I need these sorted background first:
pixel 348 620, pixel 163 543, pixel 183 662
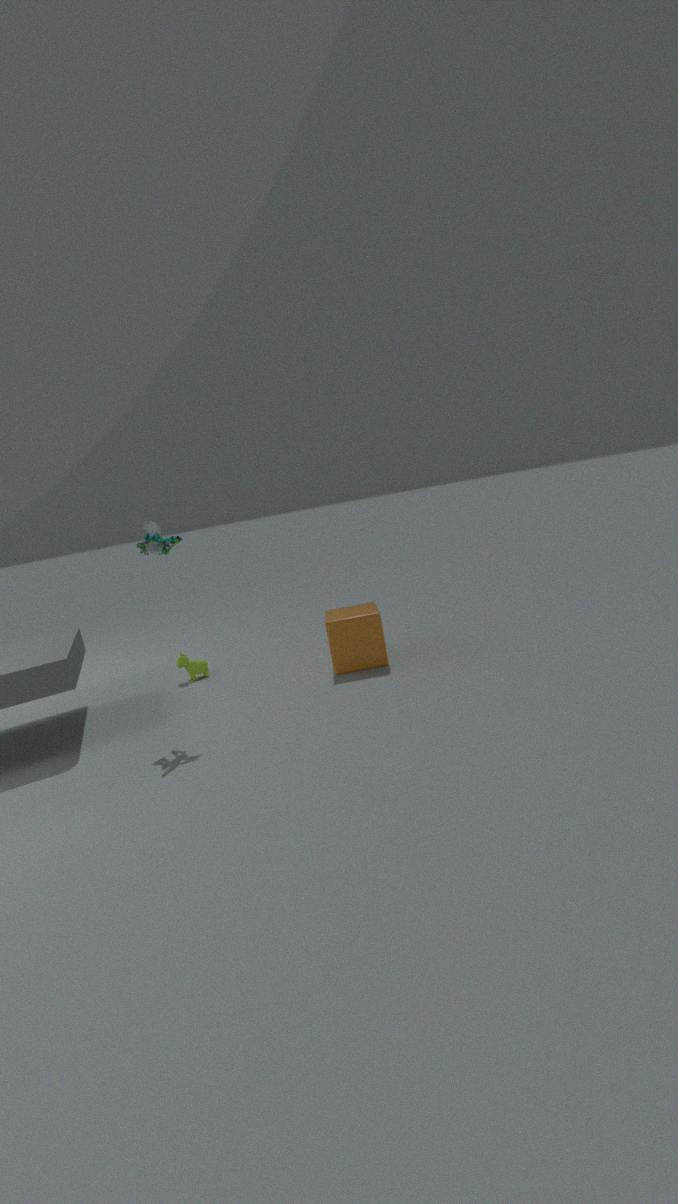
pixel 183 662, pixel 348 620, pixel 163 543
